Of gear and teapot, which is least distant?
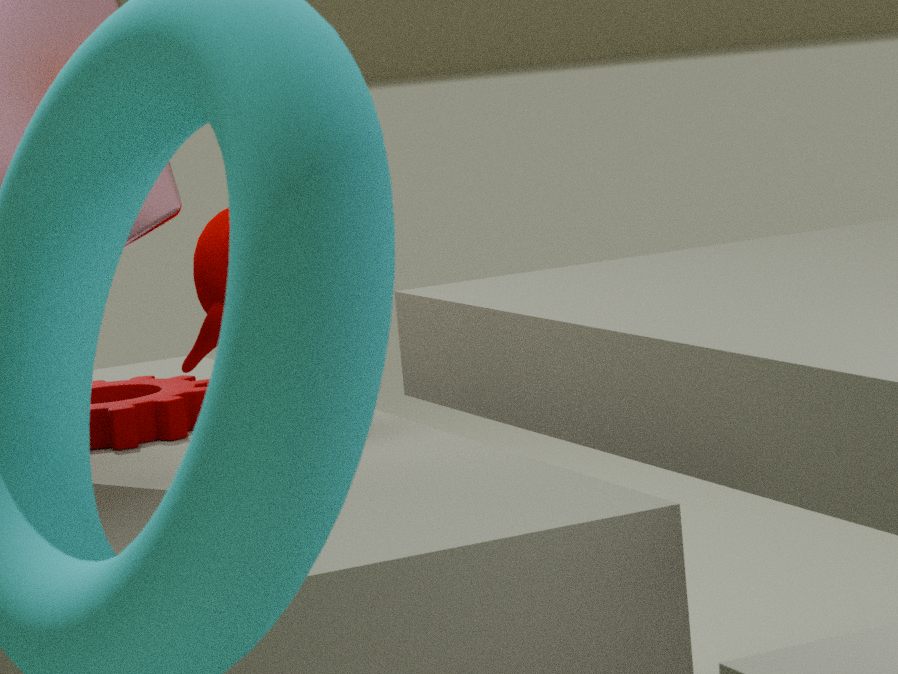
teapot
